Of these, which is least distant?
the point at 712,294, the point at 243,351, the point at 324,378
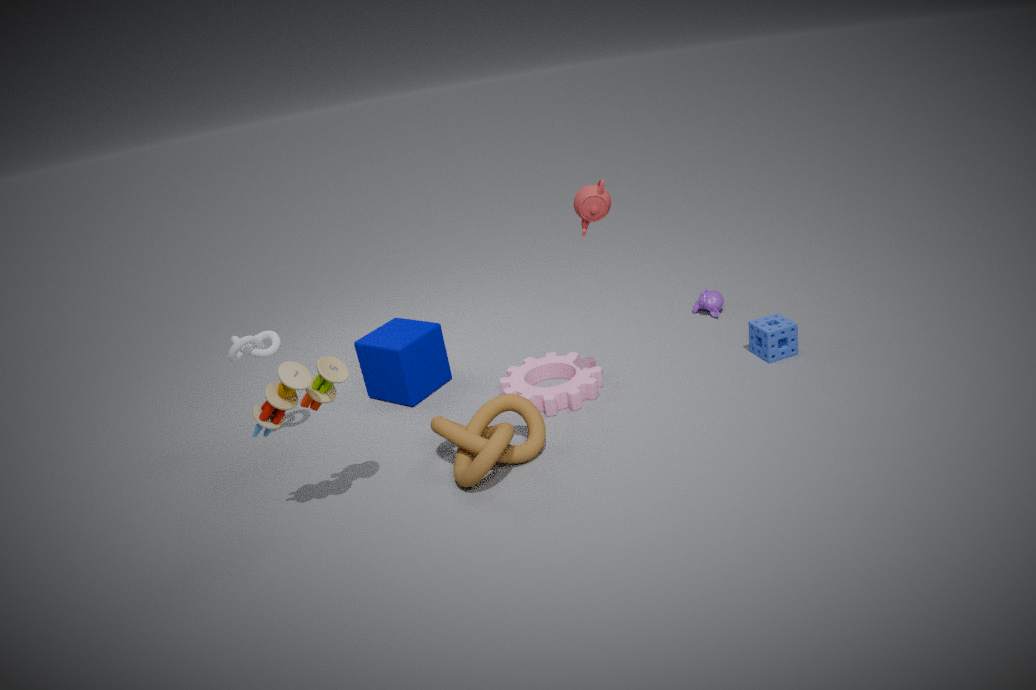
the point at 324,378
